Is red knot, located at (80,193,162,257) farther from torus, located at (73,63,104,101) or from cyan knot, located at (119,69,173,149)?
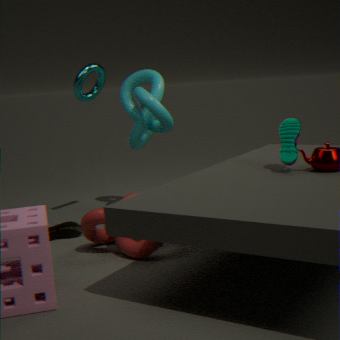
torus, located at (73,63,104,101)
